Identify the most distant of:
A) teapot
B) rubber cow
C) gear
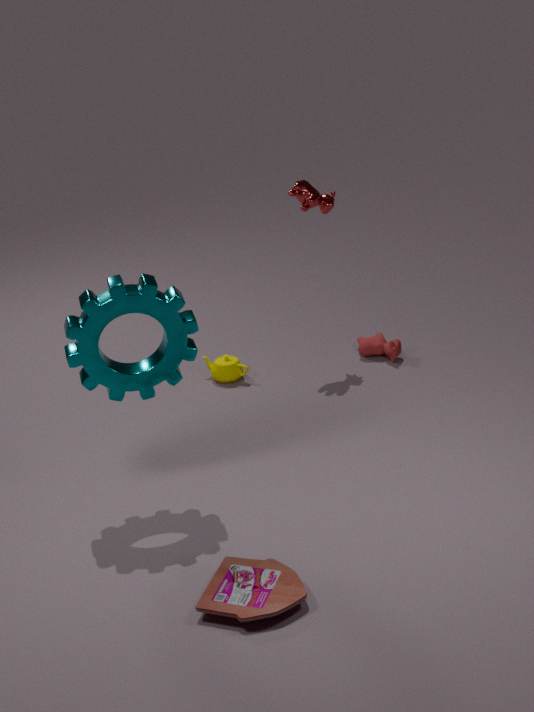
rubber cow
